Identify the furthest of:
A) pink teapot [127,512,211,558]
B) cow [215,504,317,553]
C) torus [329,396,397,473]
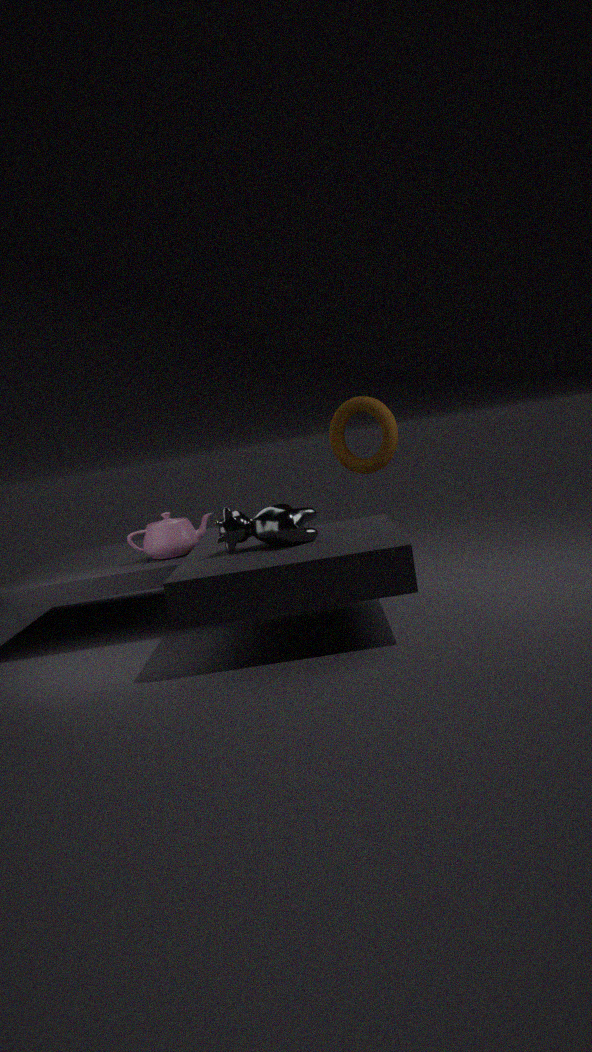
torus [329,396,397,473]
